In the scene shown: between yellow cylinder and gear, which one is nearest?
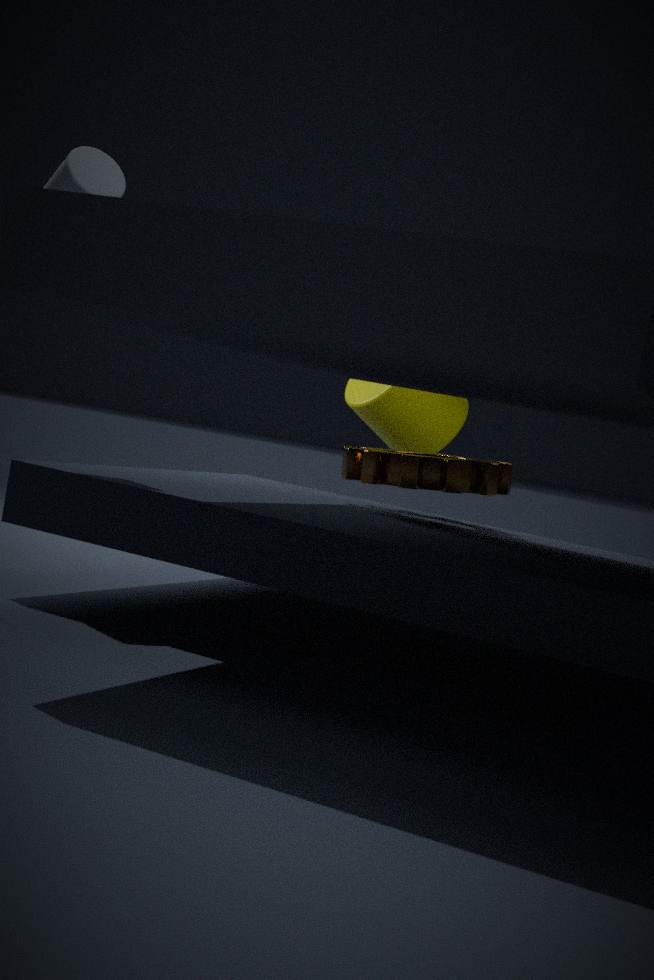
gear
